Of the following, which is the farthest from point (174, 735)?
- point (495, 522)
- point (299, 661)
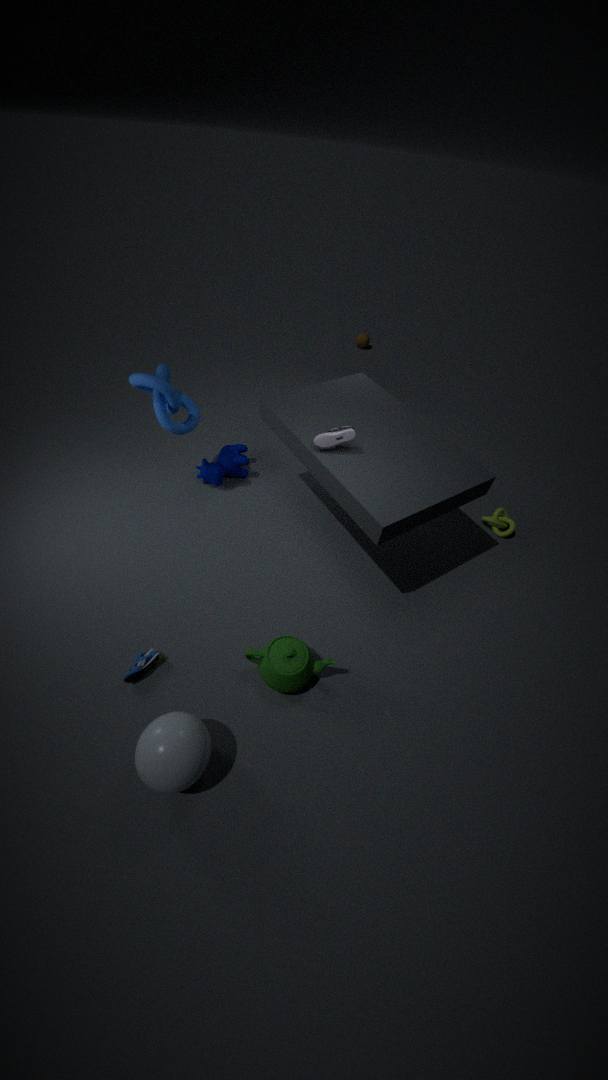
point (495, 522)
